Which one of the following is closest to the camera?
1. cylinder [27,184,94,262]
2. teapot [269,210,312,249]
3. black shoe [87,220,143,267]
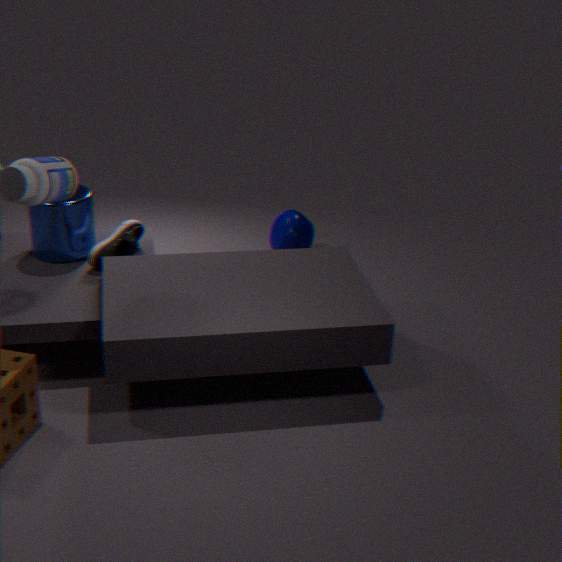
cylinder [27,184,94,262]
